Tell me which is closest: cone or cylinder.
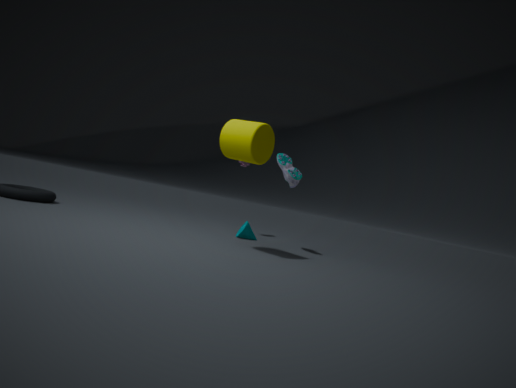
cylinder
